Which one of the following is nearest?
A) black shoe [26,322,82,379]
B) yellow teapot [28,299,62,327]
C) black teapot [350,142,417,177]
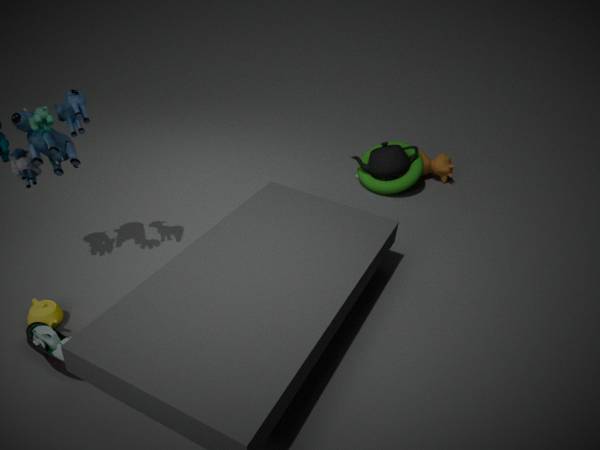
black shoe [26,322,82,379]
